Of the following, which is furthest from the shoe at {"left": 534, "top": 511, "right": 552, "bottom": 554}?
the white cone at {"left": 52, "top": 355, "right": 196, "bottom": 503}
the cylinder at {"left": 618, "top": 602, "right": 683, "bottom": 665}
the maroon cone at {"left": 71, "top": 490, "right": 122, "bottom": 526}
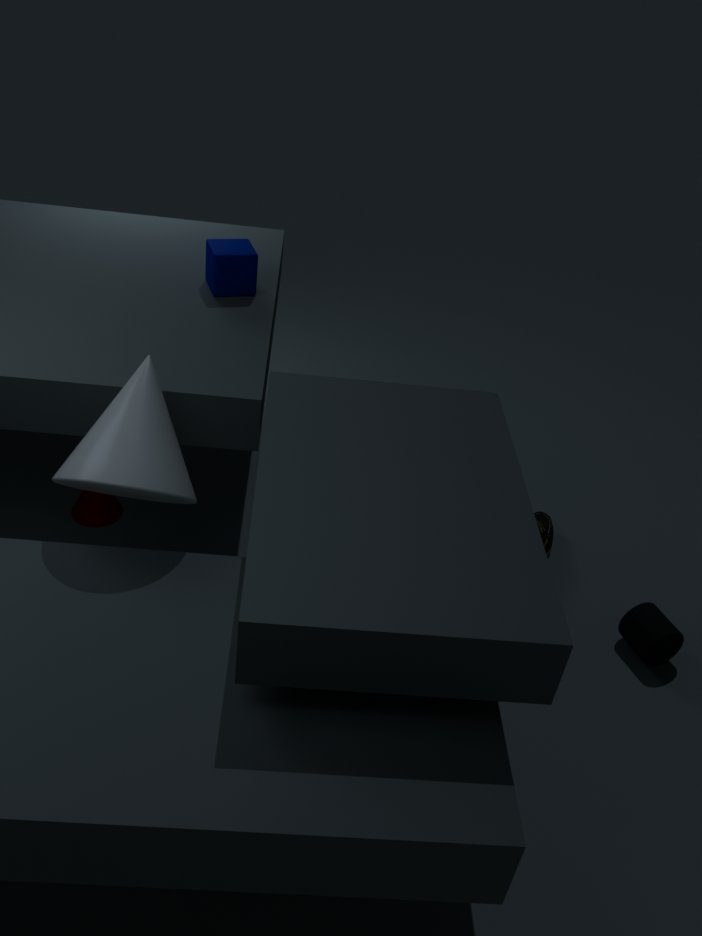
the maroon cone at {"left": 71, "top": 490, "right": 122, "bottom": 526}
